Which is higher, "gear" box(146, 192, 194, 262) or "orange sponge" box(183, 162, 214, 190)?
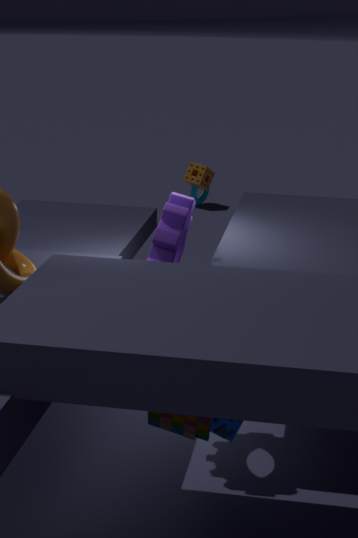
"gear" box(146, 192, 194, 262)
